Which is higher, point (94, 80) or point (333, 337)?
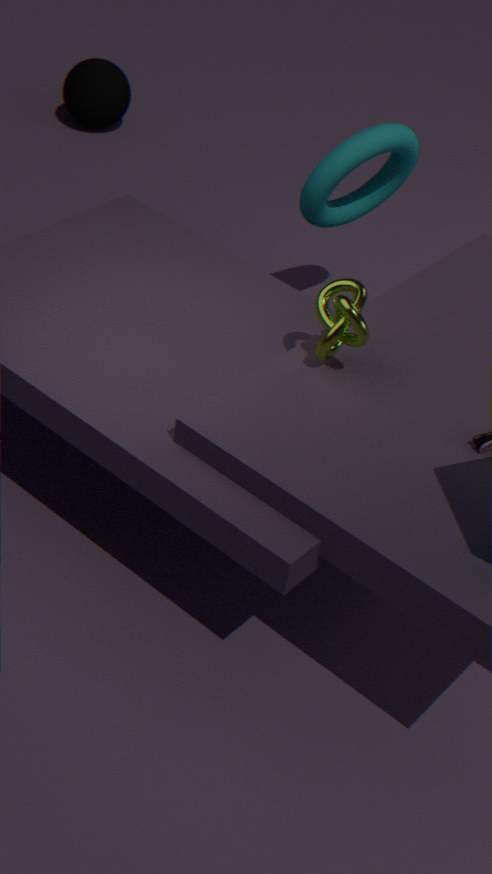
point (333, 337)
